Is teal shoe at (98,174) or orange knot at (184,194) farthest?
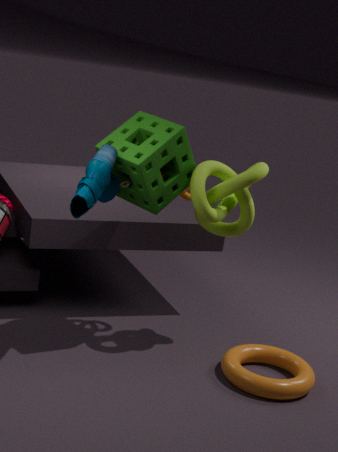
orange knot at (184,194)
